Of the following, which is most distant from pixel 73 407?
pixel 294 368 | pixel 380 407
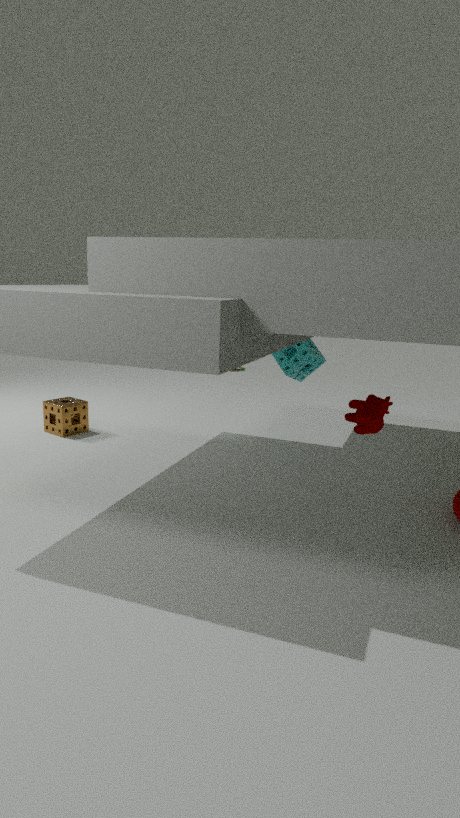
pixel 380 407
